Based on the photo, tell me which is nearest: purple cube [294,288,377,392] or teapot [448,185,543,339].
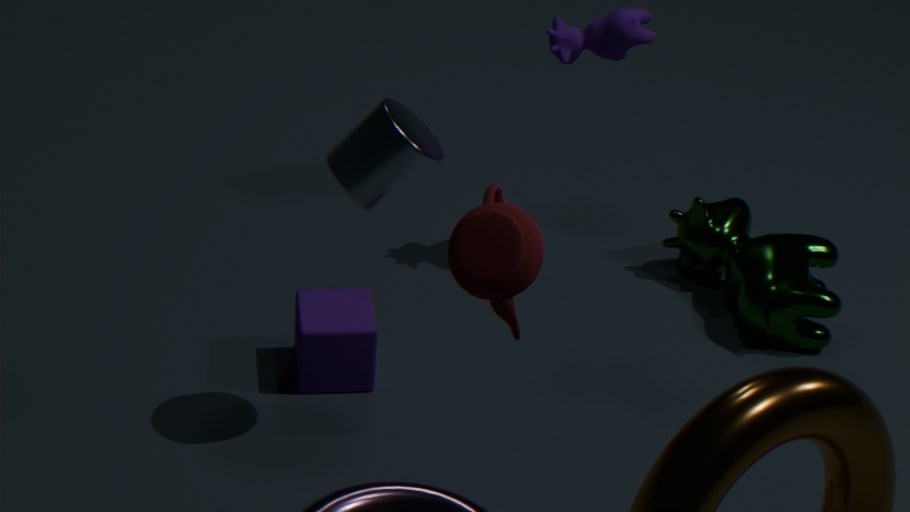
teapot [448,185,543,339]
